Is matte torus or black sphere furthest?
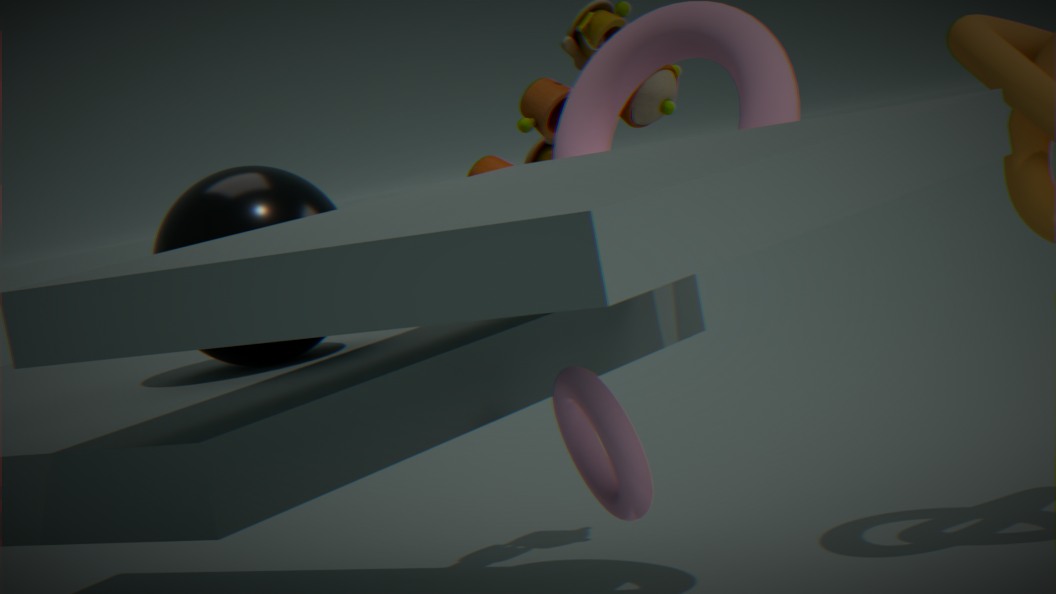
black sphere
